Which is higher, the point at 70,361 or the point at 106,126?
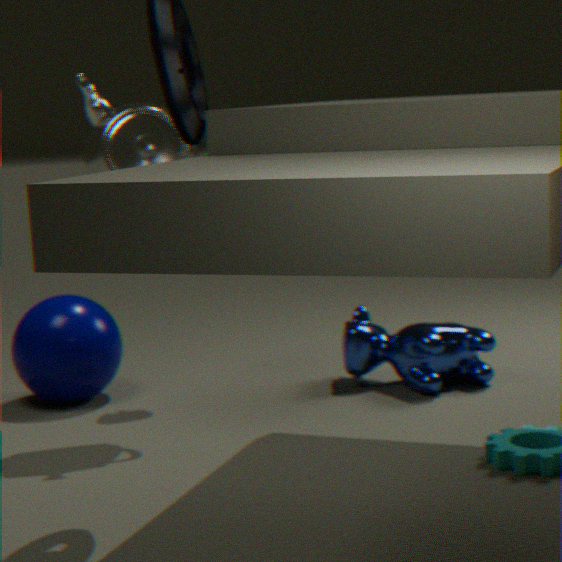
the point at 106,126
